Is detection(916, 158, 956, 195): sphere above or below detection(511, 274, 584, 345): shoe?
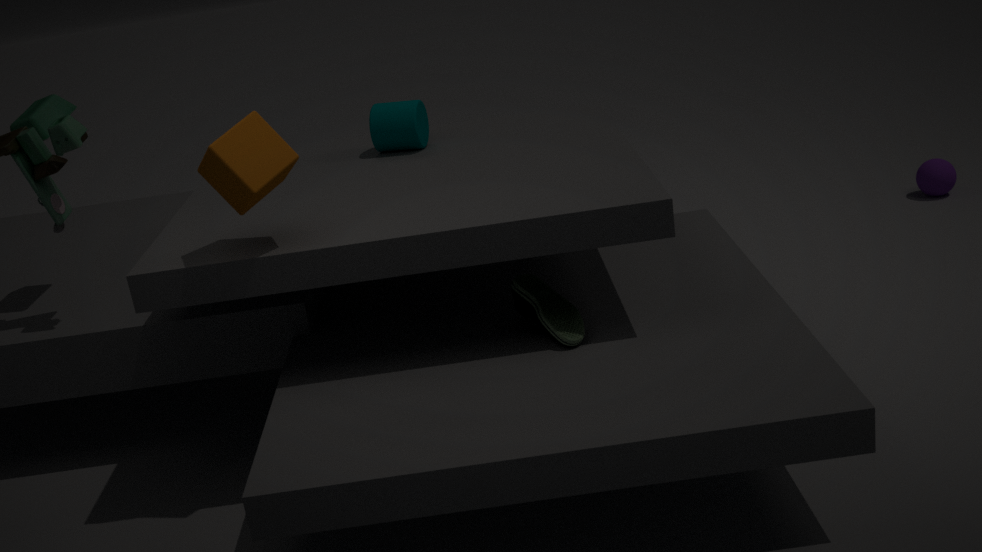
below
